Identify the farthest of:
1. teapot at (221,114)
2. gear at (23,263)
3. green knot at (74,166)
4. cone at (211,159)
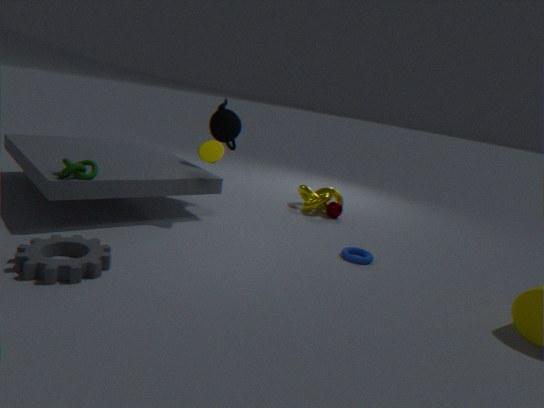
teapot at (221,114)
